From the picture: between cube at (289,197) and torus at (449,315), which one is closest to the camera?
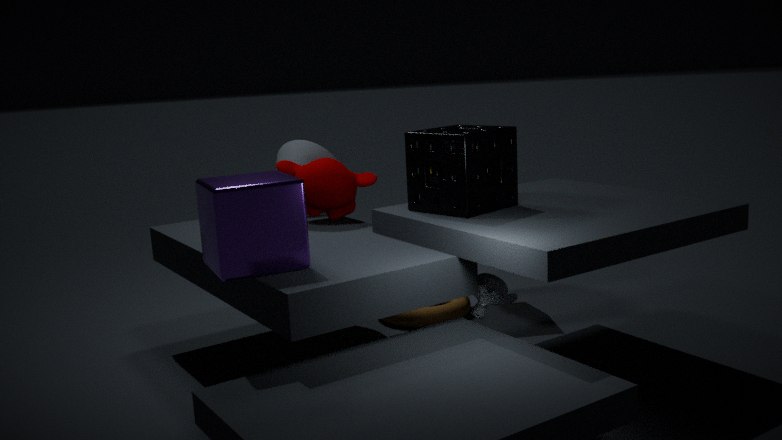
cube at (289,197)
